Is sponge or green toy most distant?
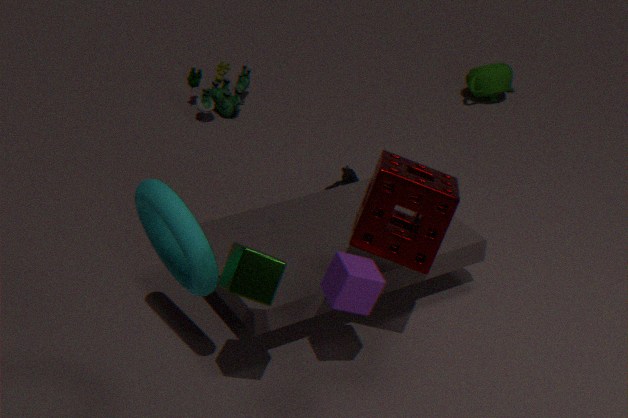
green toy
